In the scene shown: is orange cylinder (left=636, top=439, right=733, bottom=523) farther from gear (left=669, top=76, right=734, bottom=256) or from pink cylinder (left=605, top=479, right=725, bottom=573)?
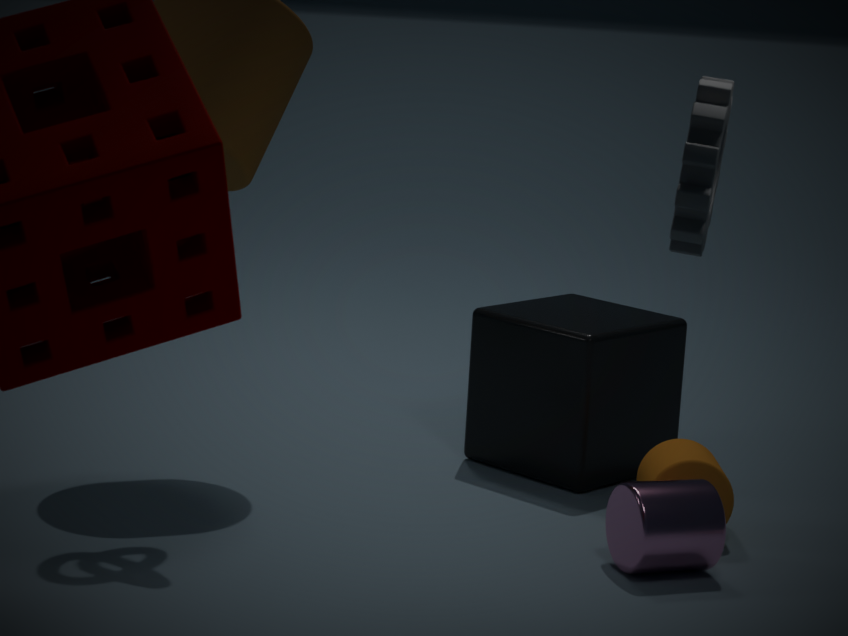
gear (left=669, top=76, right=734, bottom=256)
